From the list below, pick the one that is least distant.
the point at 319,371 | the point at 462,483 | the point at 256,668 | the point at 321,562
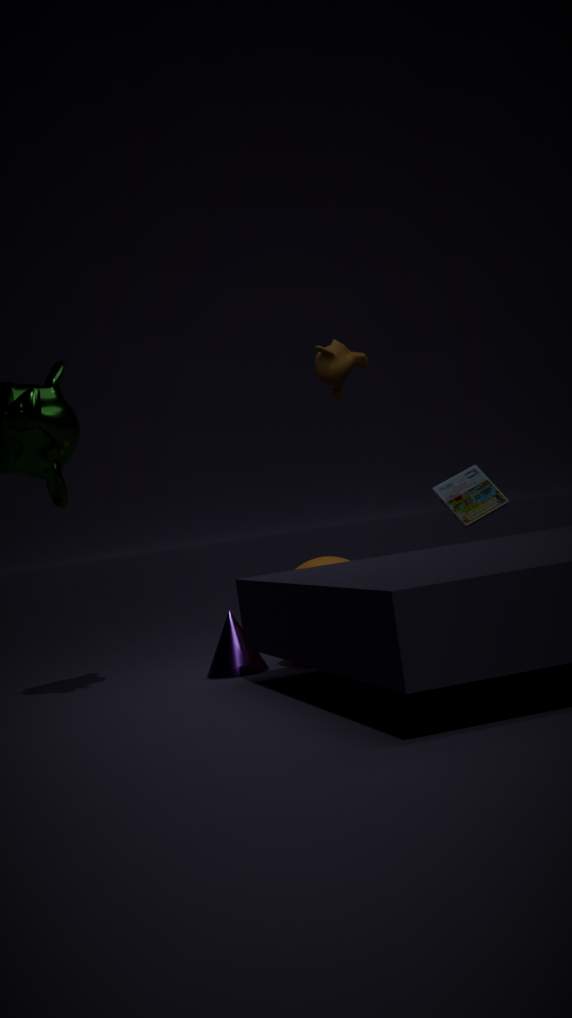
the point at 321,562
